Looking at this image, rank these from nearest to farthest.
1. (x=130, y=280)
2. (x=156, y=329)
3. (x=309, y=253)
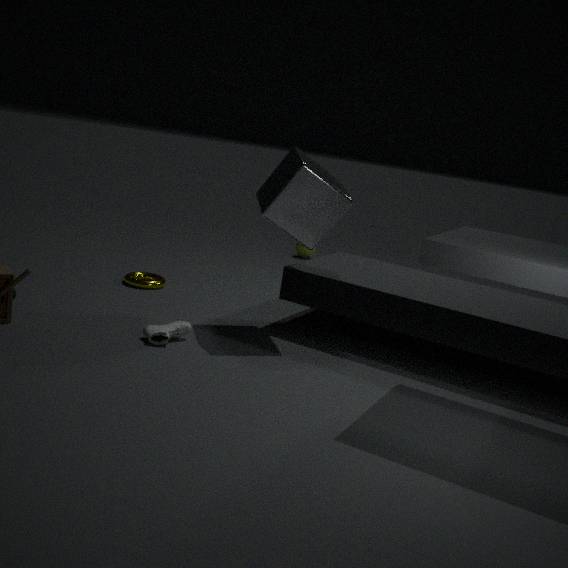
(x=156, y=329) < (x=130, y=280) < (x=309, y=253)
